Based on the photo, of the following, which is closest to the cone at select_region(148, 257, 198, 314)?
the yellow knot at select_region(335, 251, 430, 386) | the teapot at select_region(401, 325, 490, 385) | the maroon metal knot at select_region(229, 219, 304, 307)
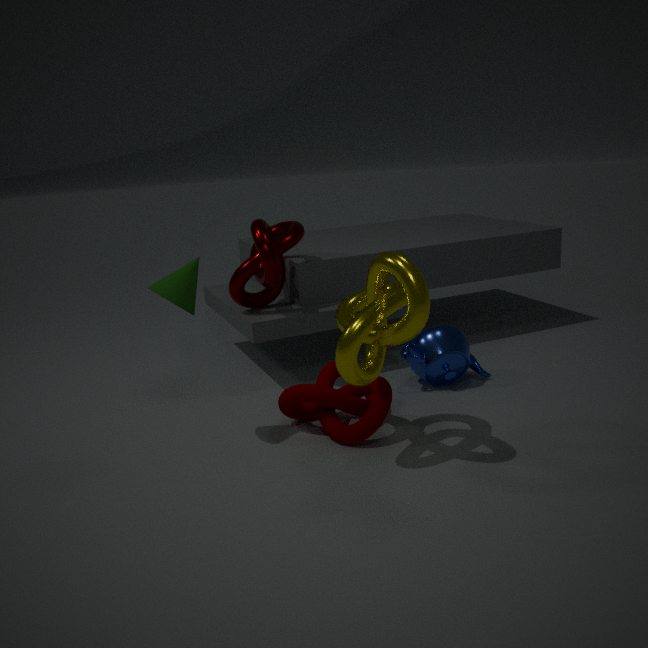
the maroon metal knot at select_region(229, 219, 304, 307)
